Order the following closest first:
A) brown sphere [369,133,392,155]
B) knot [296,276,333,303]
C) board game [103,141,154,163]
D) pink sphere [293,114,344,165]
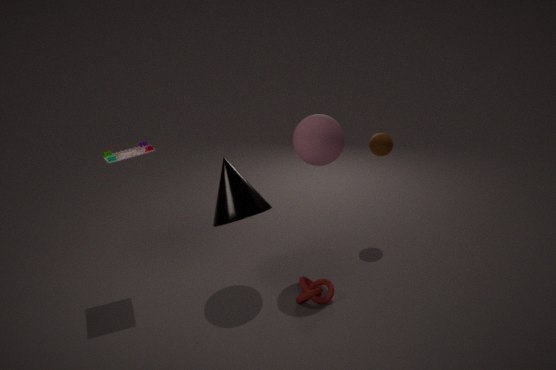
board game [103,141,154,163] < knot [296,276,333,303] < pink sphere [293,114,344,165] < brown sphere [369,133,392,155]
